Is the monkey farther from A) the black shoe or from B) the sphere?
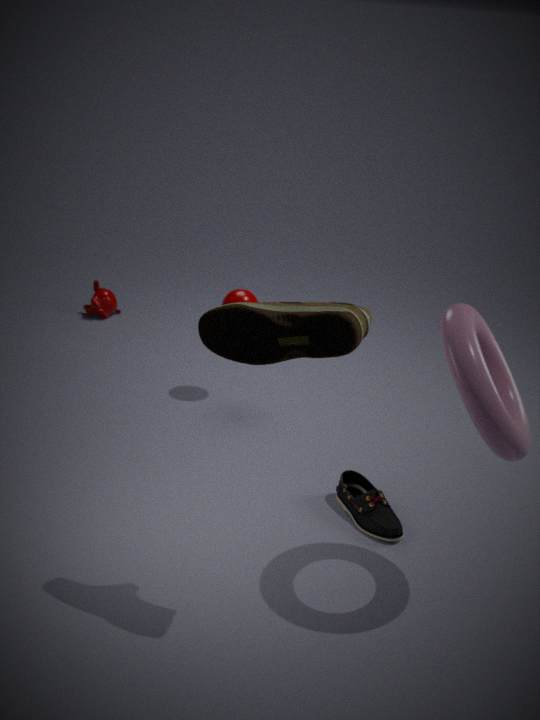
A) the black shoe
